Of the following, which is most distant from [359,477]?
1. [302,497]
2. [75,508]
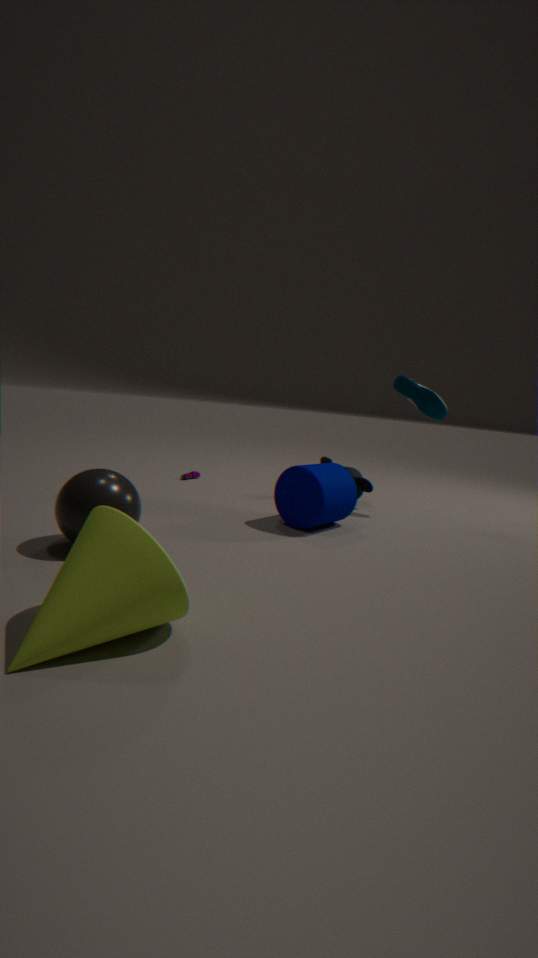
[75,508]
